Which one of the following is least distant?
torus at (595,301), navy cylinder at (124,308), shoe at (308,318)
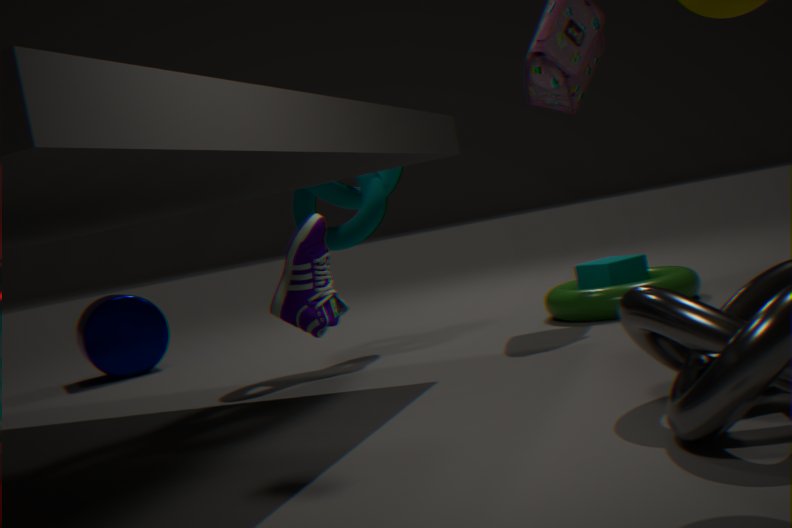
shoe at (308,318)
